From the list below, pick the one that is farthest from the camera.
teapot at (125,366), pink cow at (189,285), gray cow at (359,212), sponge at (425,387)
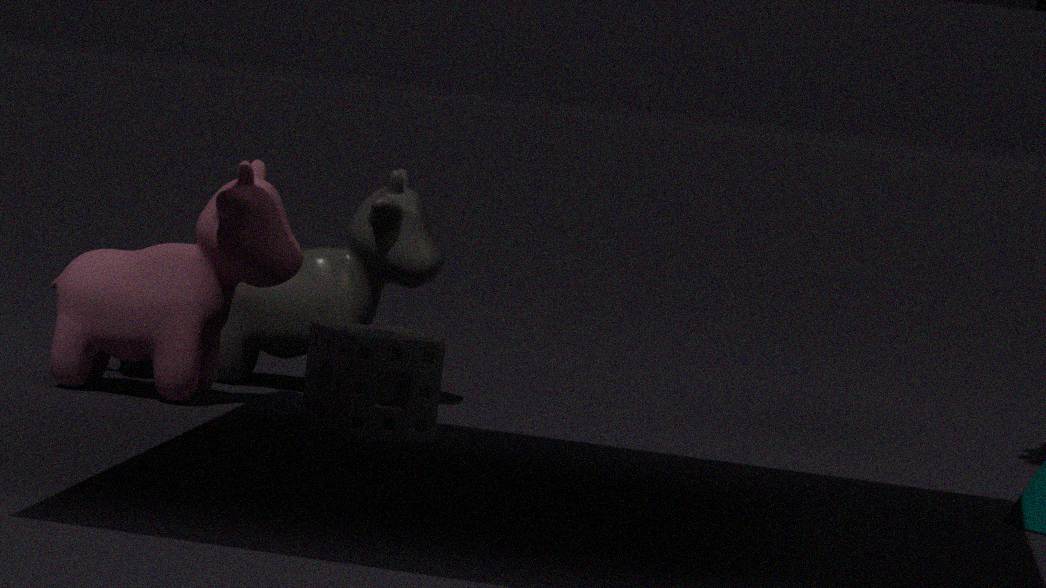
gray cow at (359,212)
